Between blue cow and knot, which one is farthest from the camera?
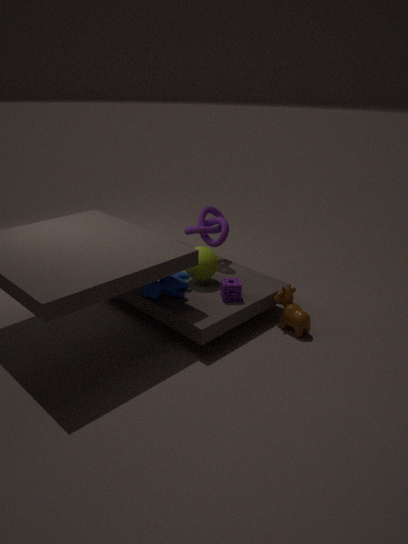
knot
